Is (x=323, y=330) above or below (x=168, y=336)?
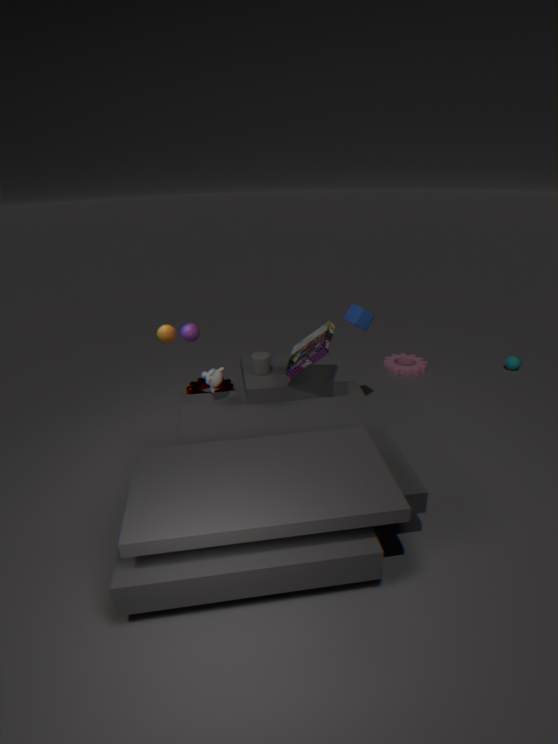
below
